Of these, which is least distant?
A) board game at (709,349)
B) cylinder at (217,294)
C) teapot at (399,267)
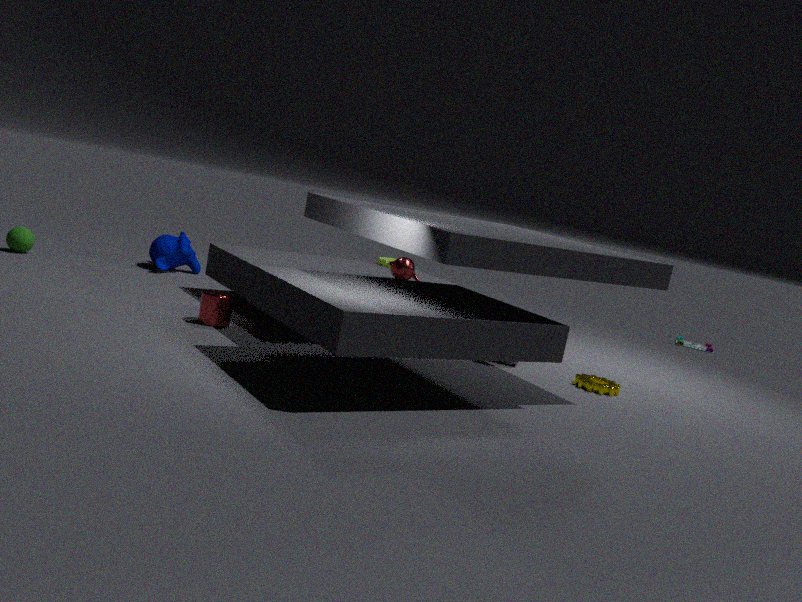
cylinder at (217,294)
